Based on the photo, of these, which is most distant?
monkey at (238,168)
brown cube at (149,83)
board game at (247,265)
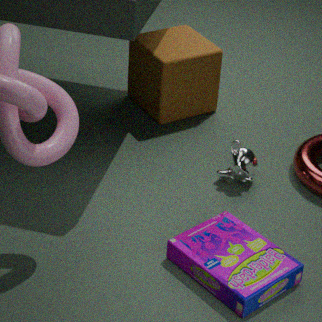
brown cube at (149,83)
